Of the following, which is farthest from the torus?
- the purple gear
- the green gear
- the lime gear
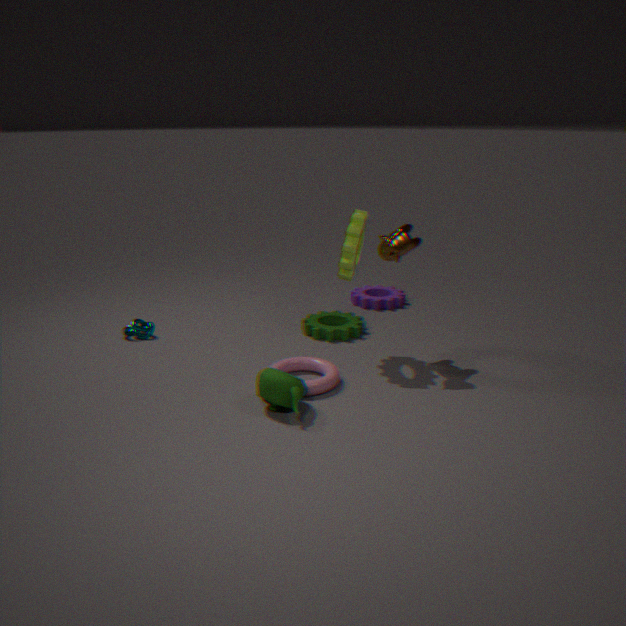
the purple gear
